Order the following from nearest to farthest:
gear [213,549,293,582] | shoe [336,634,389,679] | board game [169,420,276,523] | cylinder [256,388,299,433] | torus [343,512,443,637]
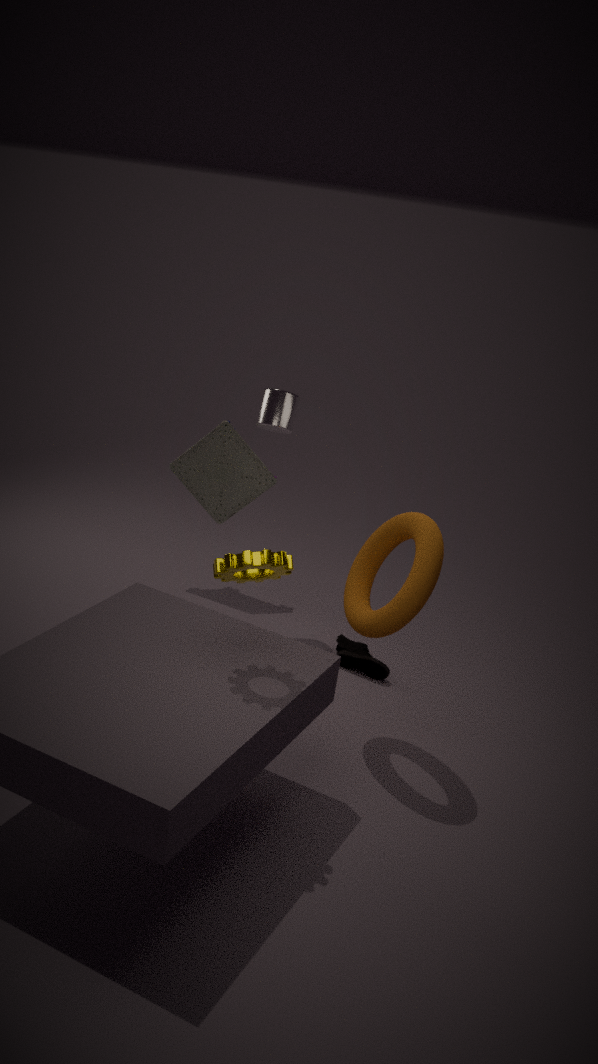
gear [213,549,293,582]
torus [343,512,443,637]
shoe [336,634,389,679]
cylinder [256,388,299,433]
board game [169,420,276,523]
